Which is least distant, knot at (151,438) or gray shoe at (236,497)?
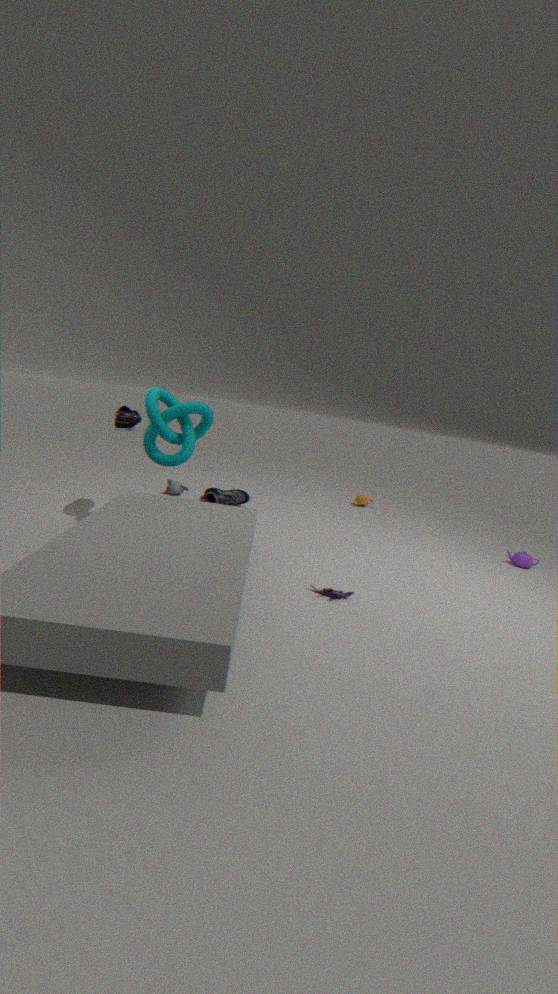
knot at (151,438)
